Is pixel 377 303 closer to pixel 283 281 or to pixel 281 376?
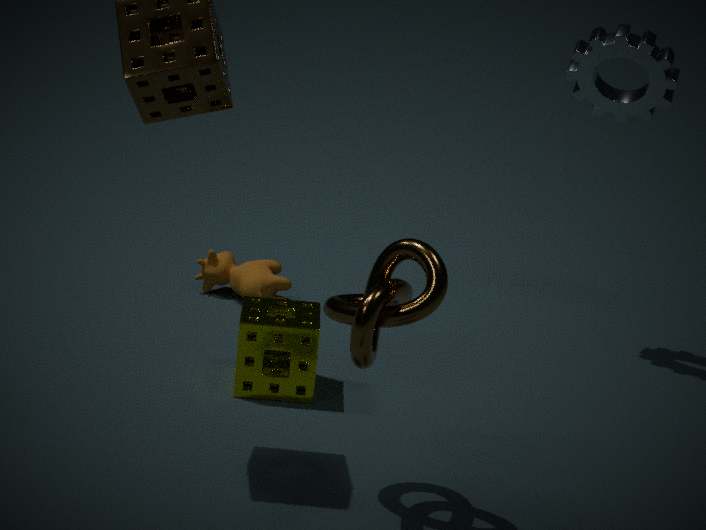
pixel 281 376
